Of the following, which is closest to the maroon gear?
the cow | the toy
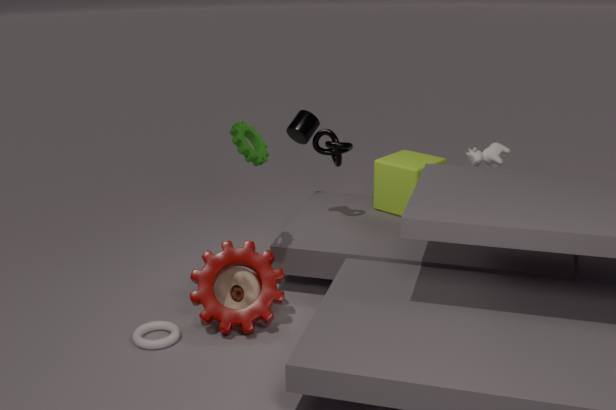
the toy
